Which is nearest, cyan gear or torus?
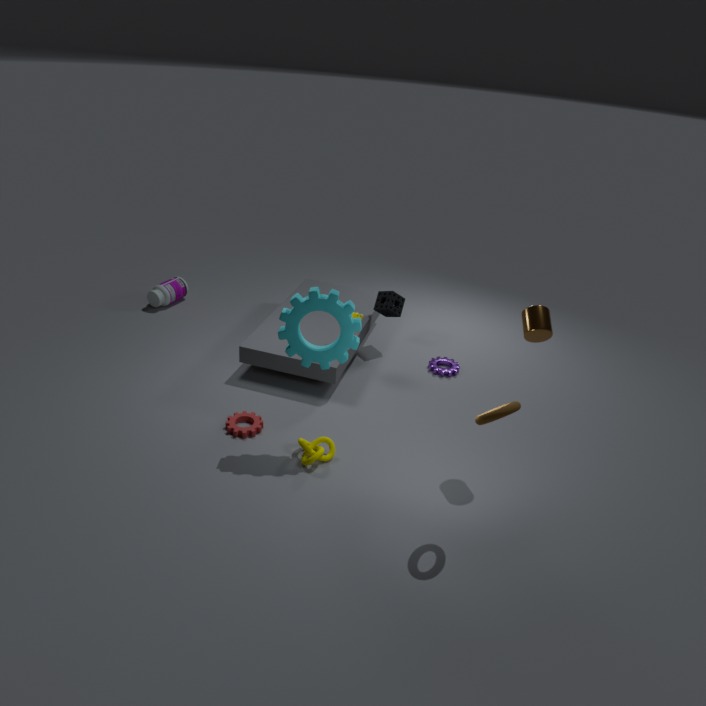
torus
